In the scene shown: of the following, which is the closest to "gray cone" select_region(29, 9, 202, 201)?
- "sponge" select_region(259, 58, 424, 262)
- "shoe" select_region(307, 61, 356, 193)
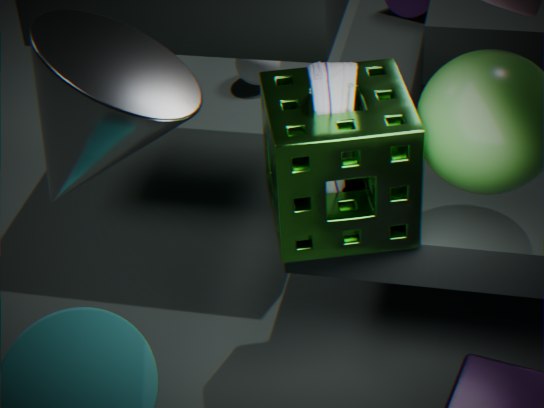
"sponge" select_region(259, 58, 424, 262)
